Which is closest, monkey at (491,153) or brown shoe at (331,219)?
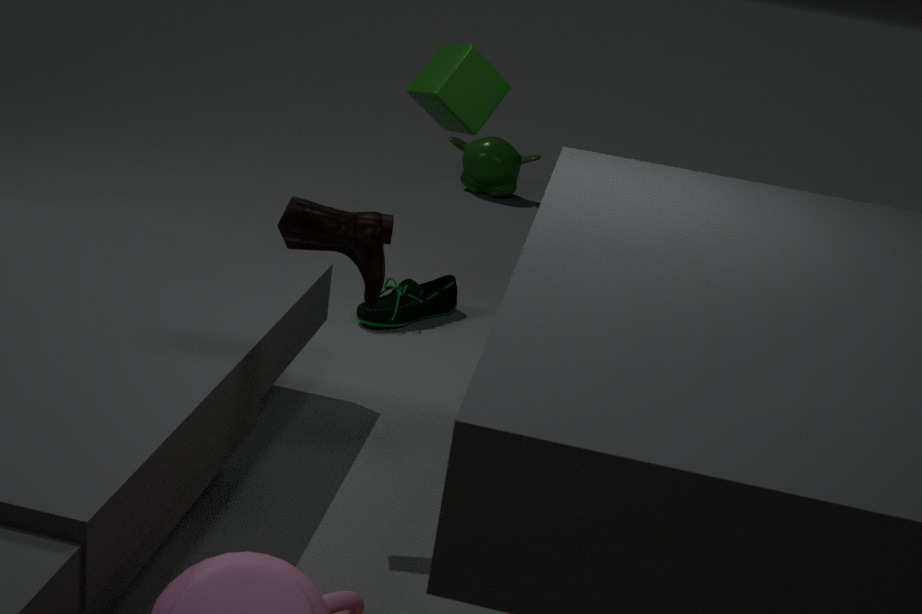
brown shoe at (331,219)
